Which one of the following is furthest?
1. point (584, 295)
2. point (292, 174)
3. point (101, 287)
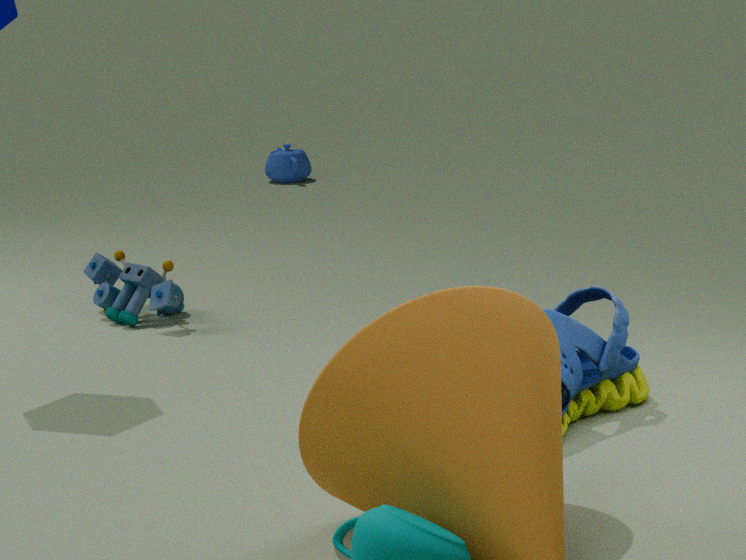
point (292, 174)
